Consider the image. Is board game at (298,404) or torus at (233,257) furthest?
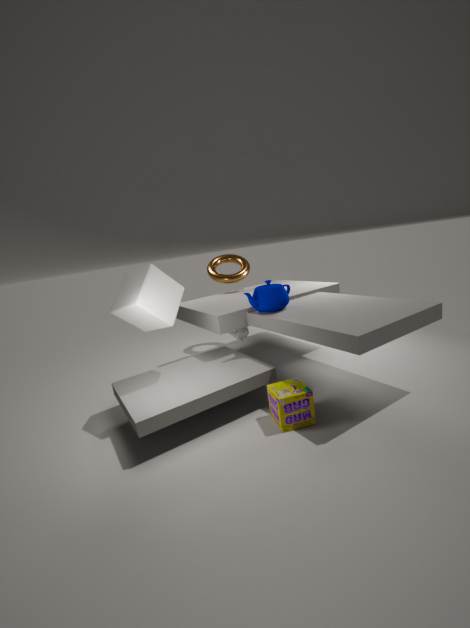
torus at (233,257)
